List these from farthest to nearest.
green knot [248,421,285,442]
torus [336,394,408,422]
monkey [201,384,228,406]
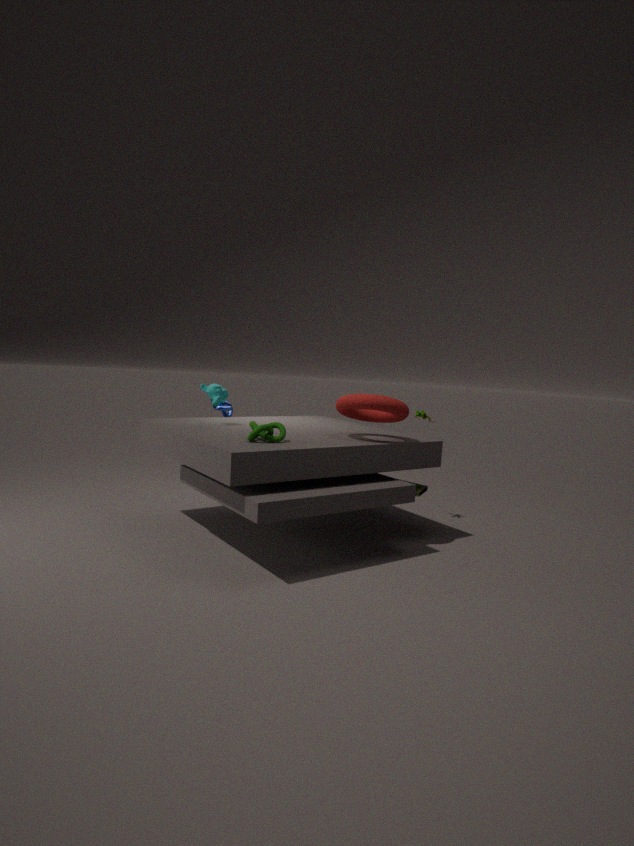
monkey [201,384,228,406], torus [336,394,408,422], green knot [248,421,285,442]
